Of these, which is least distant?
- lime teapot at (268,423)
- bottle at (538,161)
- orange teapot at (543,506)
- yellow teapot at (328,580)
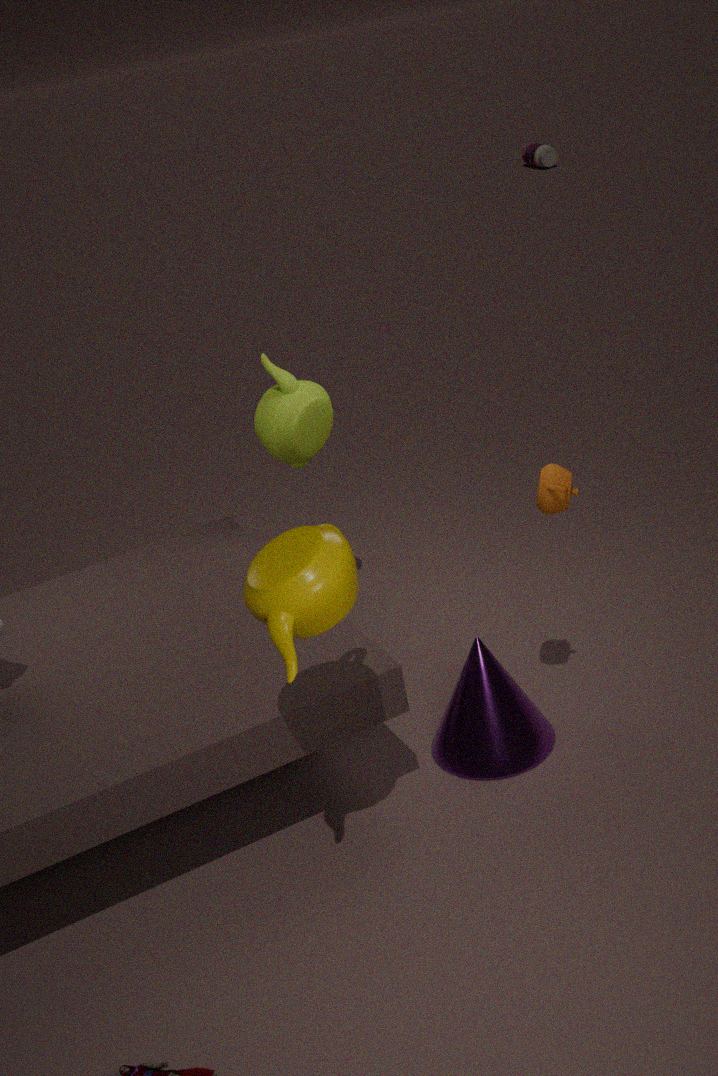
yellow teapot at (328,580)
